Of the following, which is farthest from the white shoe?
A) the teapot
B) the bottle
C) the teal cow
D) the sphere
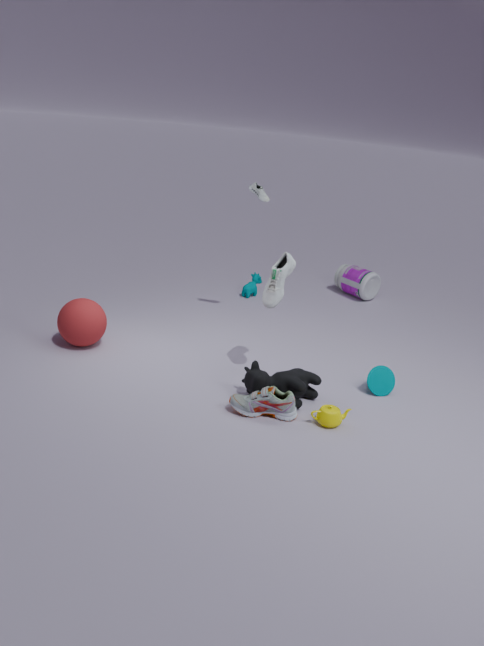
the bottle
